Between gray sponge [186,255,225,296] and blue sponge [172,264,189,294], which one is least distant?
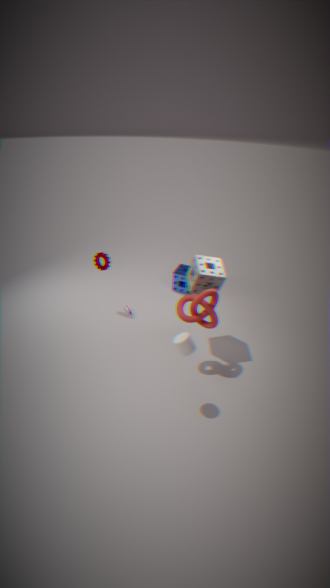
gray sponge [186,255,225,296]
